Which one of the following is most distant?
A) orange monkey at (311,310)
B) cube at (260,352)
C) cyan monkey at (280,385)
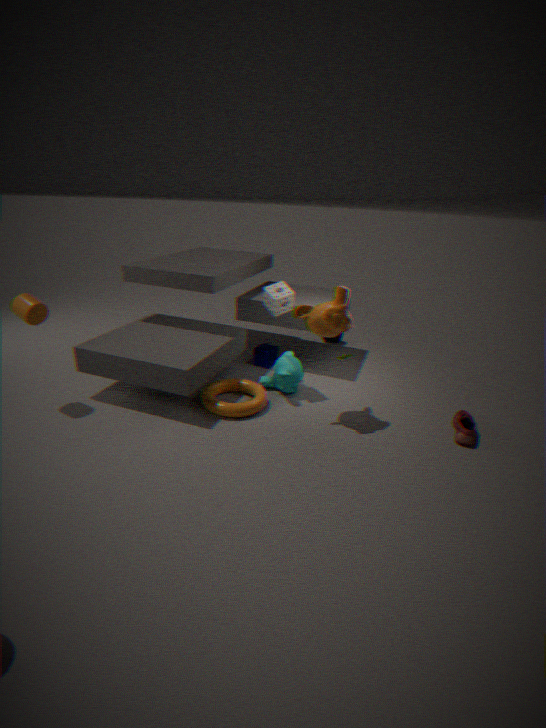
cube at (260,352)
